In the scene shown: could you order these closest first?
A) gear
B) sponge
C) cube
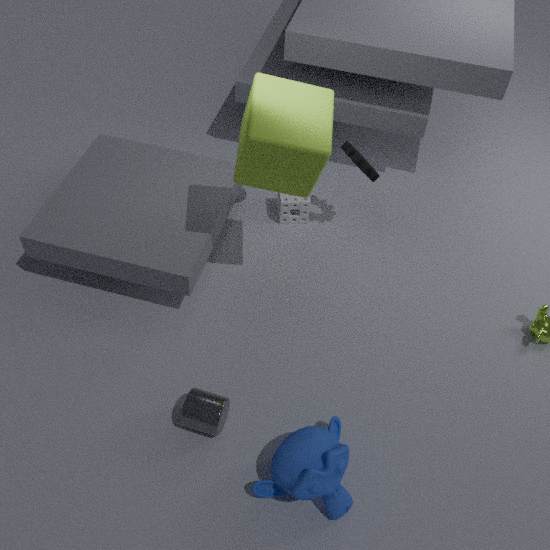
cube → gear → sponge
